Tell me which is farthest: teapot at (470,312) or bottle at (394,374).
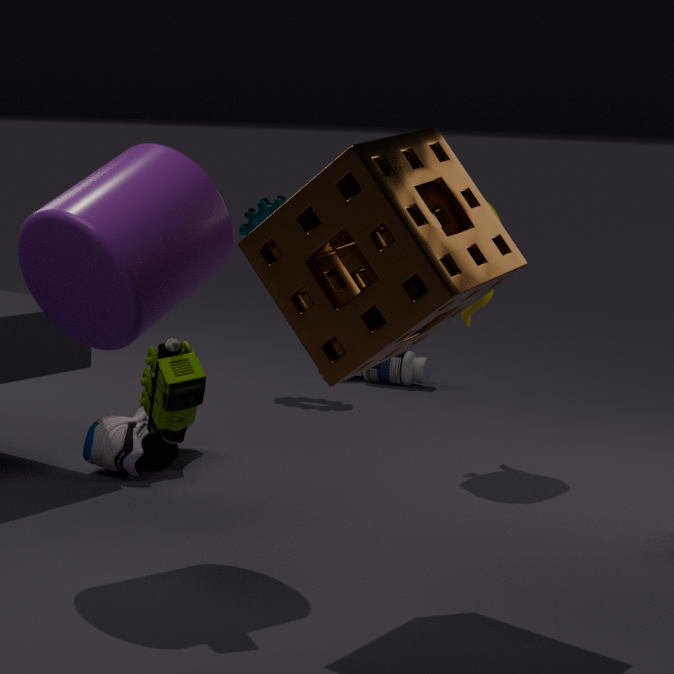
bottle at (394,374)
